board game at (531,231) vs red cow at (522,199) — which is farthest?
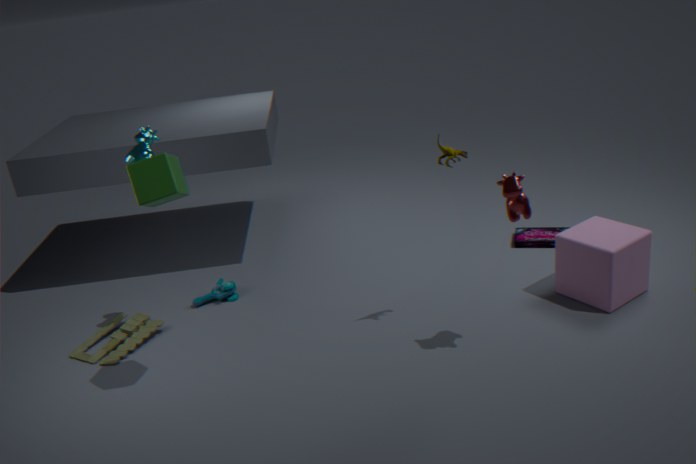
board game at (531,231)
